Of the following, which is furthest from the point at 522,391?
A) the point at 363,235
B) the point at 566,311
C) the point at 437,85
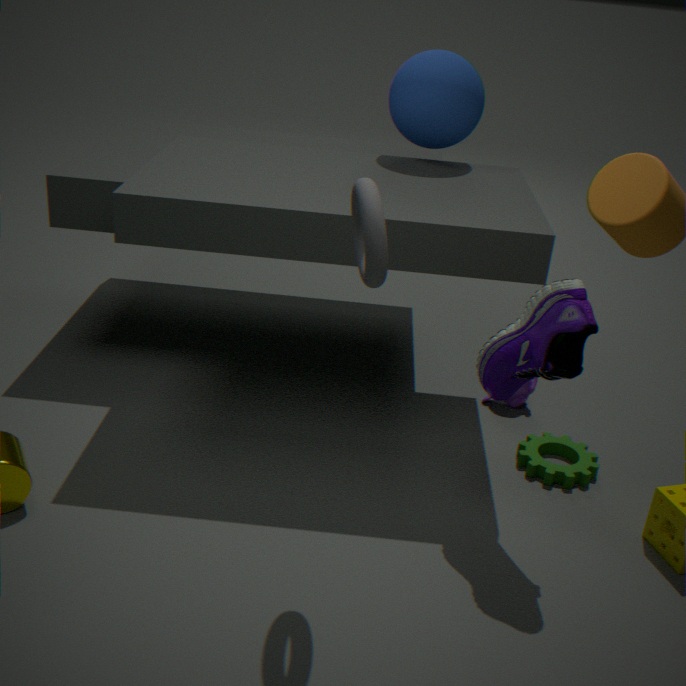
the point at 363,235
